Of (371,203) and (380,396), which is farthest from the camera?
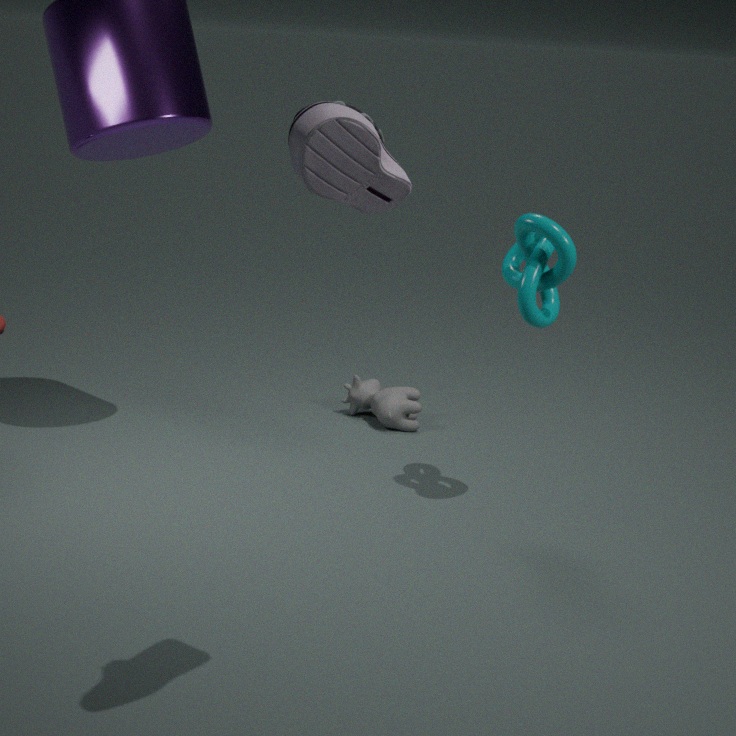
(380,396)
